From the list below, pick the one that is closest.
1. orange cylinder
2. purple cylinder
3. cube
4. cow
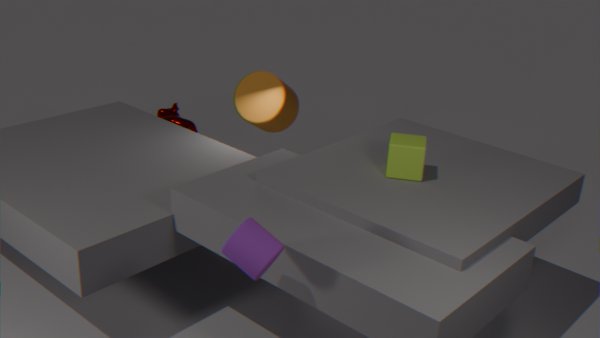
purple cylinder
